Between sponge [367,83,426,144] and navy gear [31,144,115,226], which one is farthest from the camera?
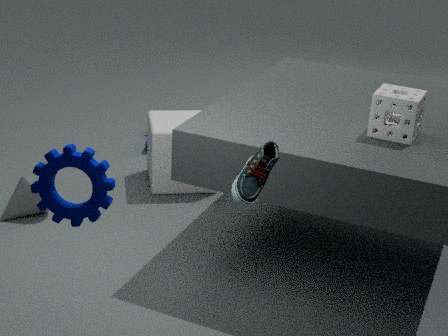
sponge [367,83,426,144]
